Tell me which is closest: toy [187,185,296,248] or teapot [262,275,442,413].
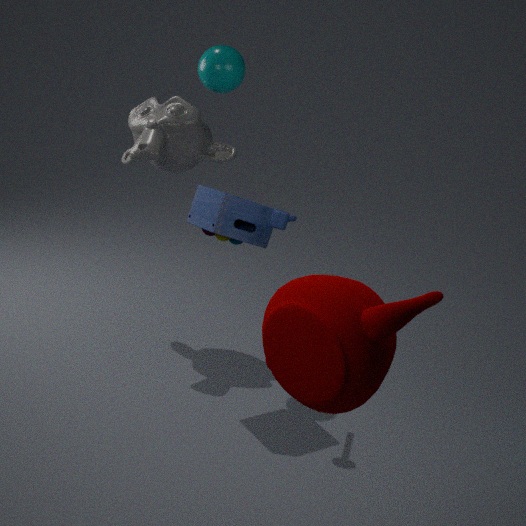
teapot [262,275,442,413]
